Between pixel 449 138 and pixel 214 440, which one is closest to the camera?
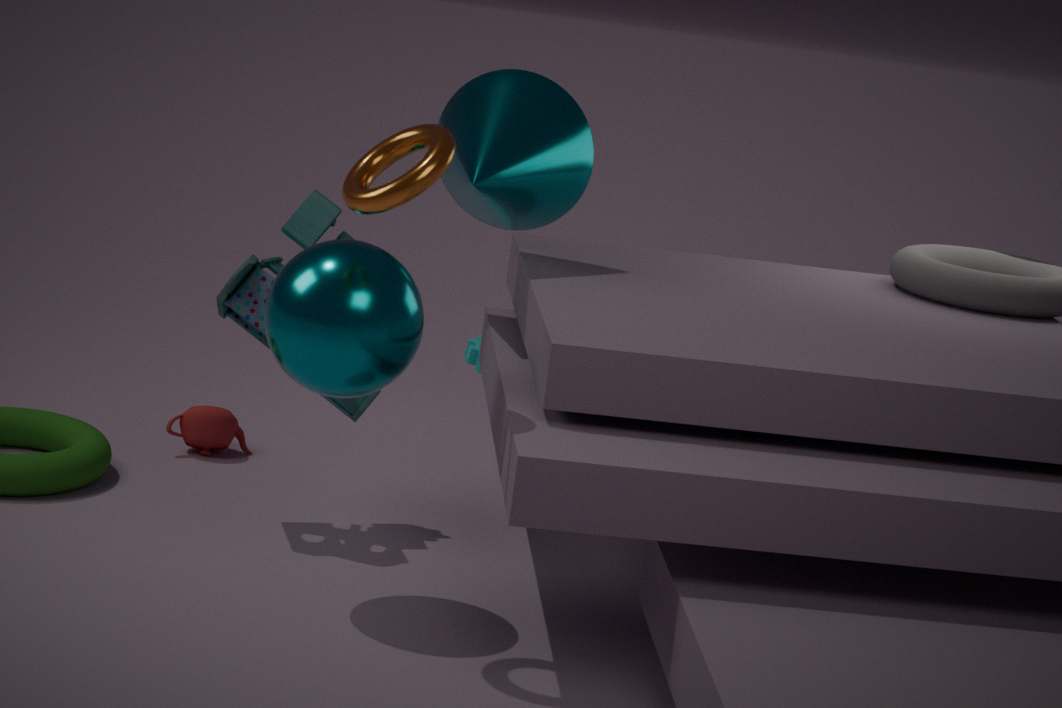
pixel 449 138
